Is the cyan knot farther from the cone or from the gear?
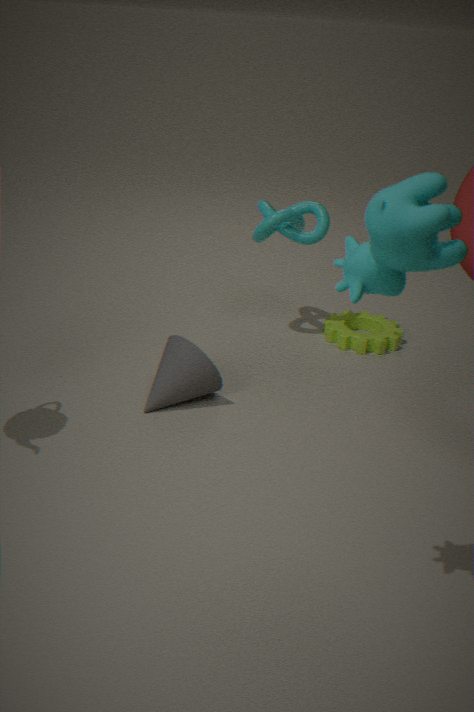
the cone
